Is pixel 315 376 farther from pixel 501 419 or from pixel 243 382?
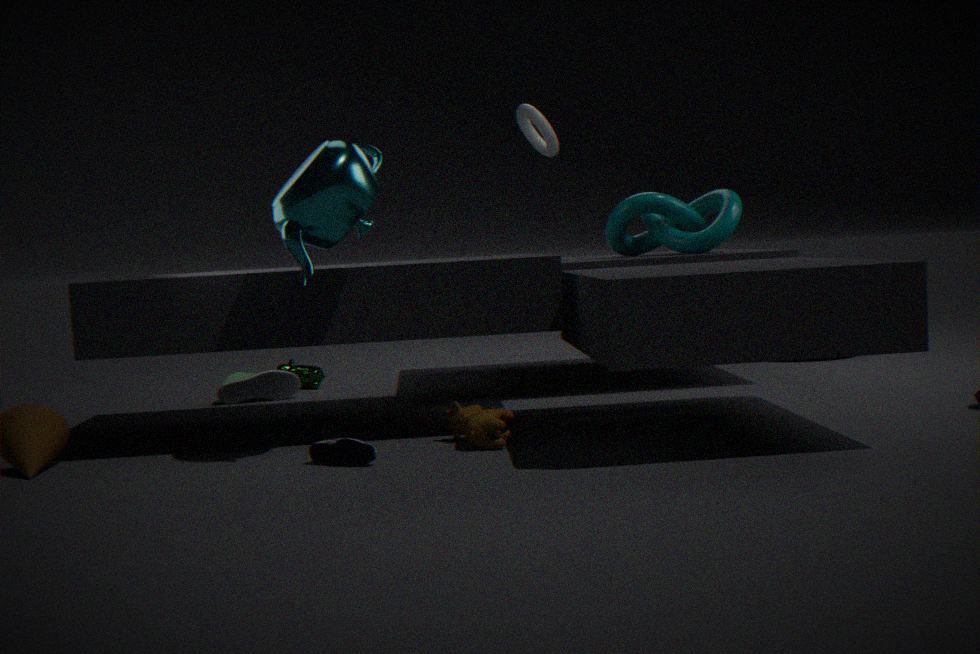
pixel 501 419
